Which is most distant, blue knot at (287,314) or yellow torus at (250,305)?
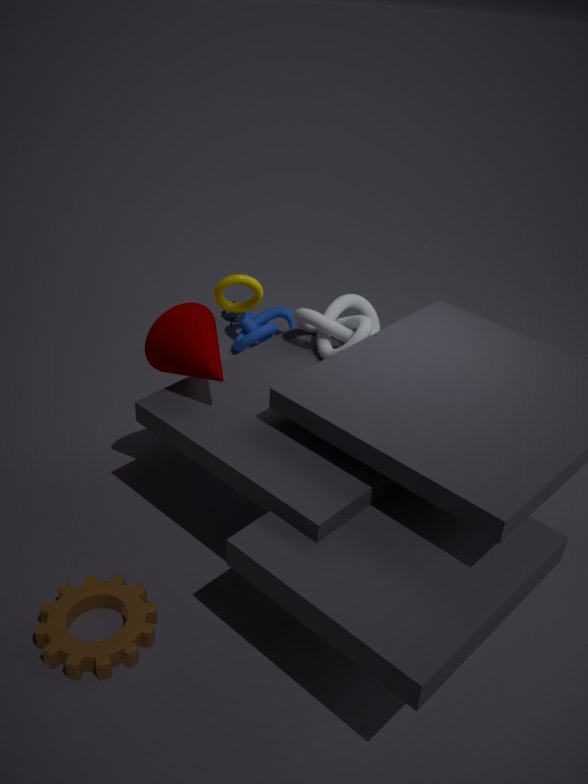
blue knot at (287,314)
